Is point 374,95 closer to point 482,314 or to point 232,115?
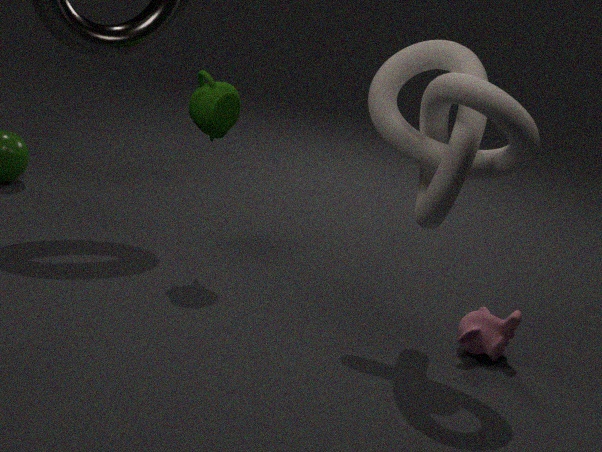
point 482,314
